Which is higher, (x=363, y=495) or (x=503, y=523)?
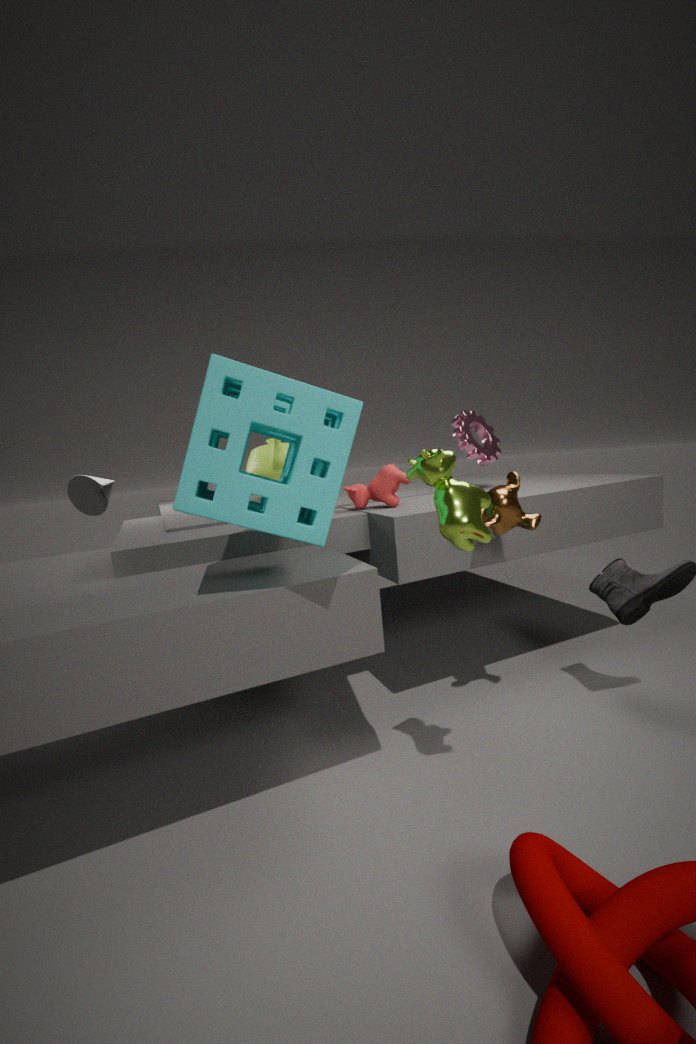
(x=363, y=495)
